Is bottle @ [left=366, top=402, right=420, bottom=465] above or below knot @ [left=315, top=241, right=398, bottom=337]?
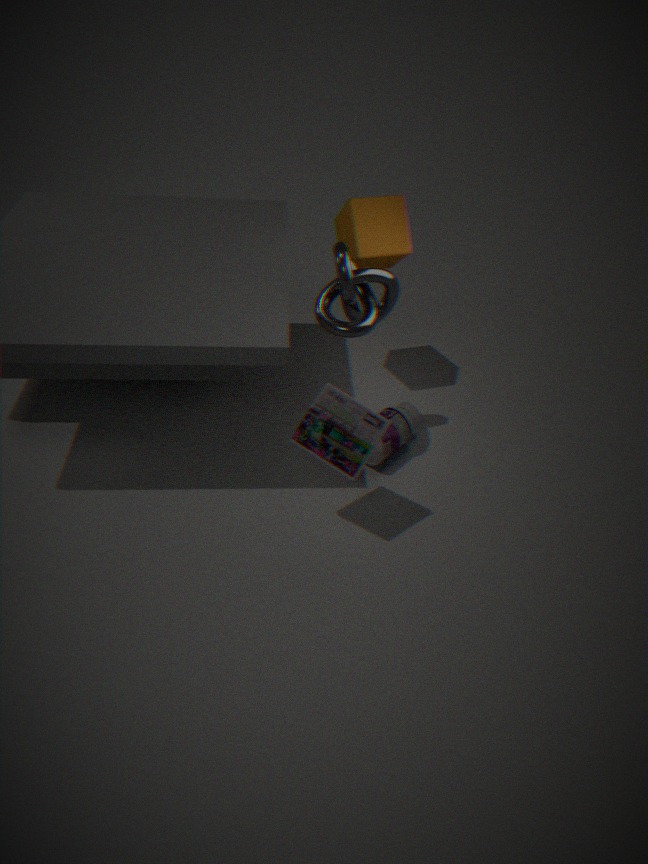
below
